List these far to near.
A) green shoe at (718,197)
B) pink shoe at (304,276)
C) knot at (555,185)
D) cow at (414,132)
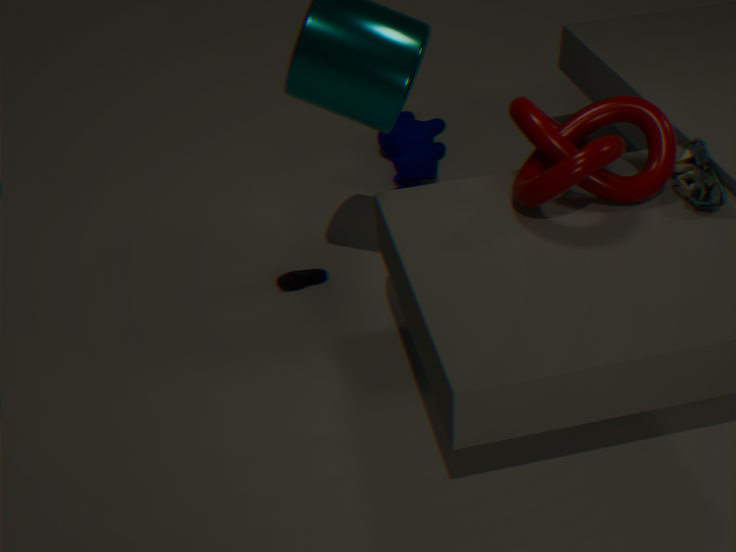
cow at (414,132) → pink shoe at (304,276) → green shoe at (718,197) → knot at (555,185)
